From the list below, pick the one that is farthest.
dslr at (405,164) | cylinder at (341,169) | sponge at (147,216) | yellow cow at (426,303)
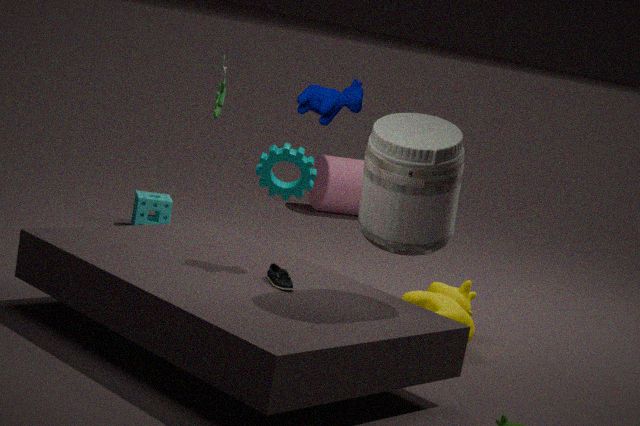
cylinder at (341,169)
